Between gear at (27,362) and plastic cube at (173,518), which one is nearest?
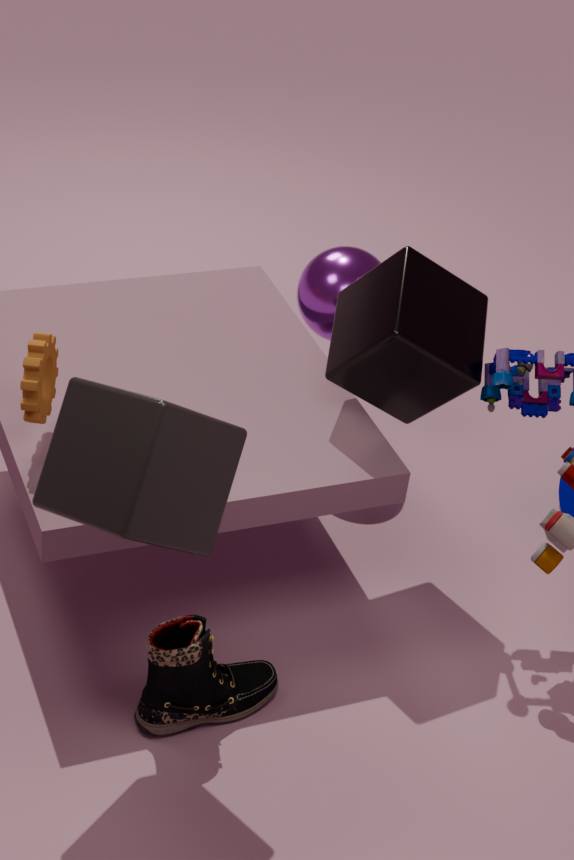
plastic cube at (173,518)
